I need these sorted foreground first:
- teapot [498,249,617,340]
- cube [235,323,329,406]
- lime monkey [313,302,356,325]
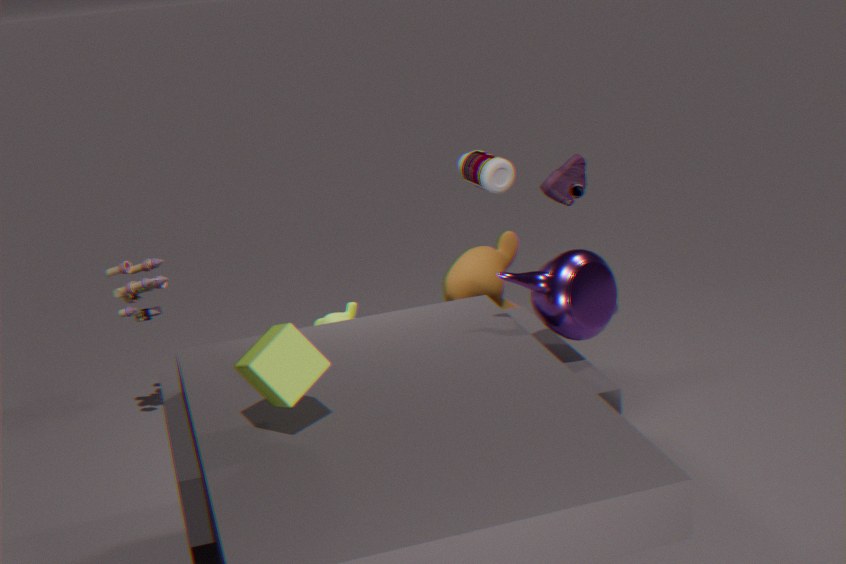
1. cube [235,323,329,406]
2. teapot [498,249,617,340]
3. lime monkey [313,302,356,325]
